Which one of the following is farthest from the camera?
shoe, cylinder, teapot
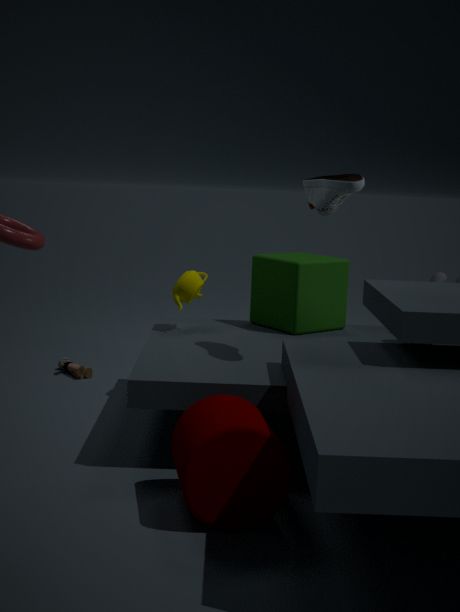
teapot
